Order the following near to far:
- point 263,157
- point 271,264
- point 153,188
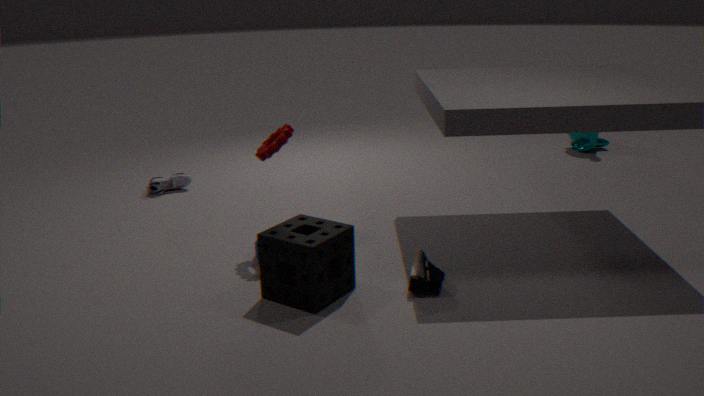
point 271,264 → point 263,157 → point 153,188
